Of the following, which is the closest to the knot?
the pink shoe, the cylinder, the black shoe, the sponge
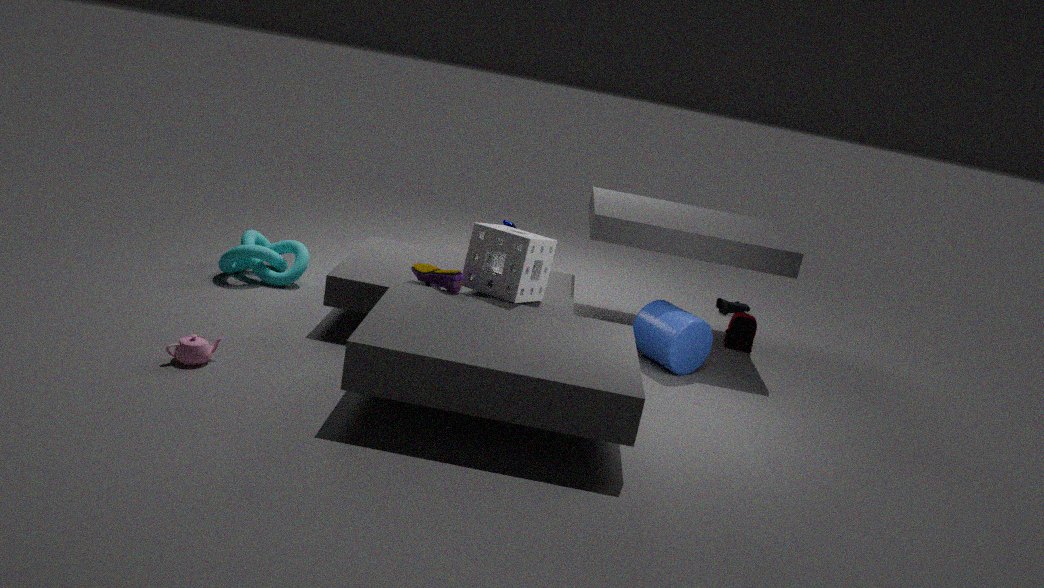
the pink shoe
